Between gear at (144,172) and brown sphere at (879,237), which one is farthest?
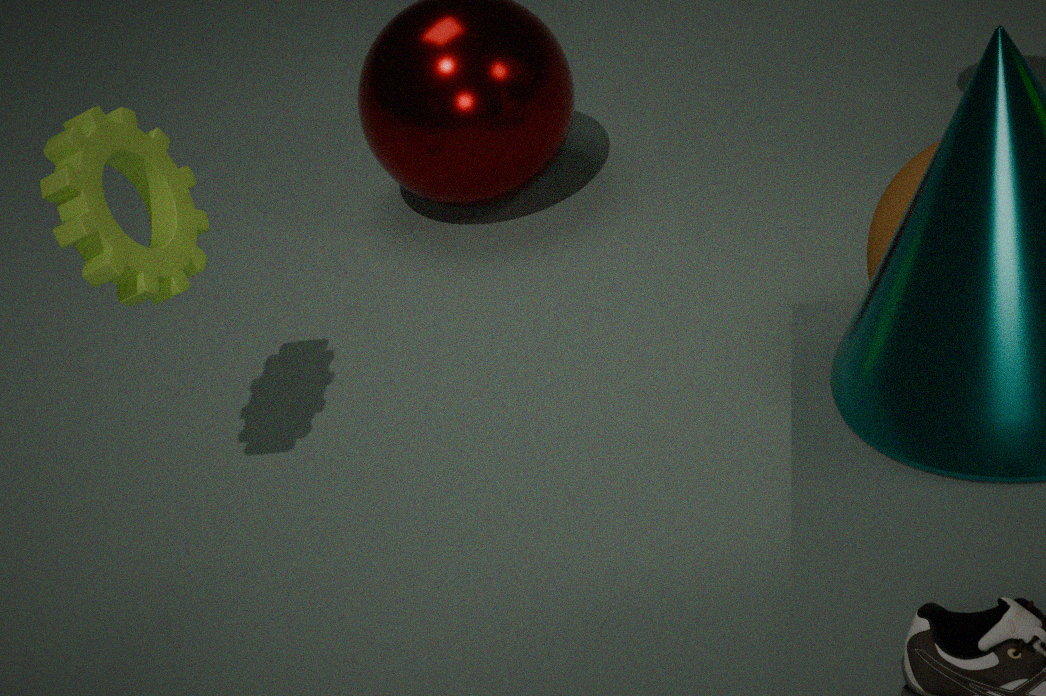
brown sphere at (879,237)
